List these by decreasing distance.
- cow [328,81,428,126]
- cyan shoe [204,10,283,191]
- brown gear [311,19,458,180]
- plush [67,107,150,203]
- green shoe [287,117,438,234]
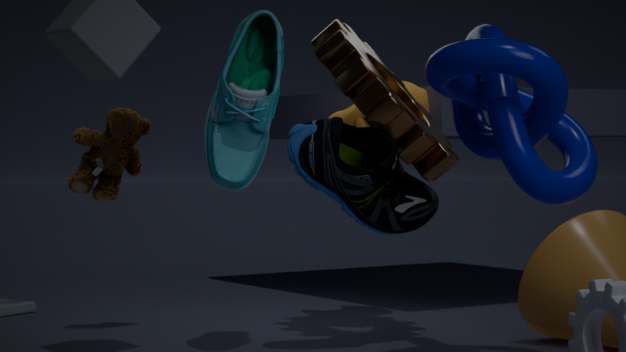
cow [328,81,428,126]
plush [67,107,150,203]
brown gear [311,19,458,180]
cyan shoe [204,10,283,191]
green shoe [287,117,438,234]
